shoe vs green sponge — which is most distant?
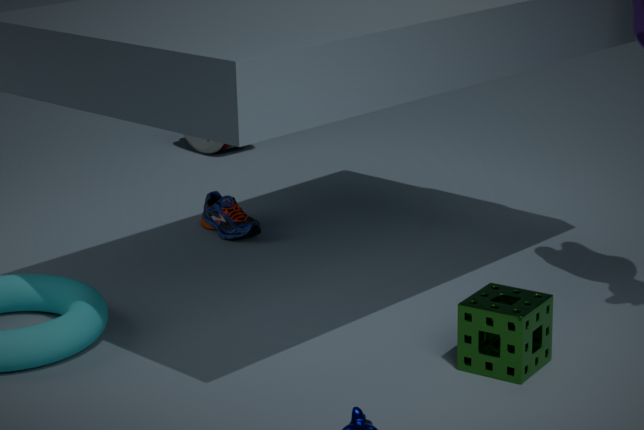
shoe
